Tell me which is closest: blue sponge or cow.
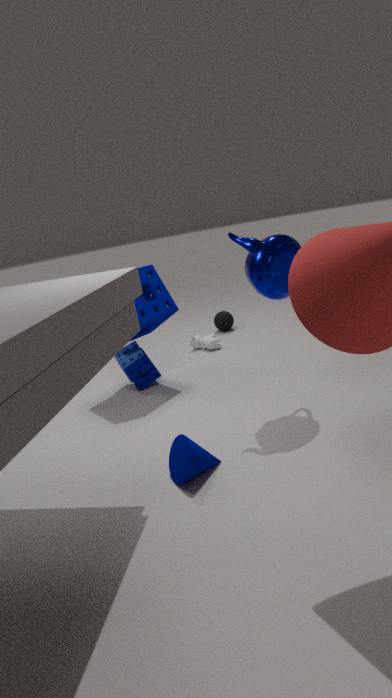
blue sponge
